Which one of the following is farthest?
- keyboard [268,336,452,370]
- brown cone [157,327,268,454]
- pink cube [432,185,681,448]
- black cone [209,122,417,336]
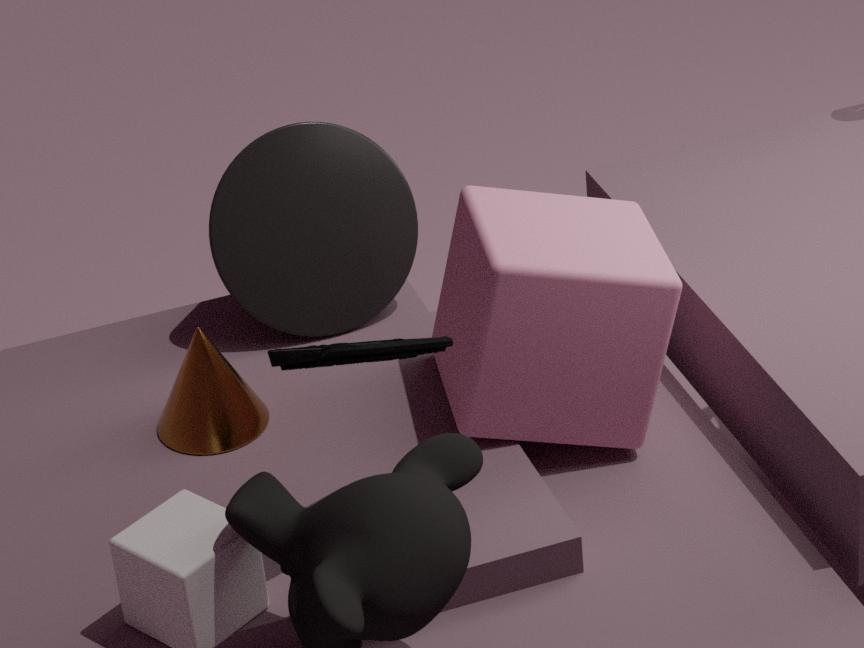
black cone [209,122,417,336]
